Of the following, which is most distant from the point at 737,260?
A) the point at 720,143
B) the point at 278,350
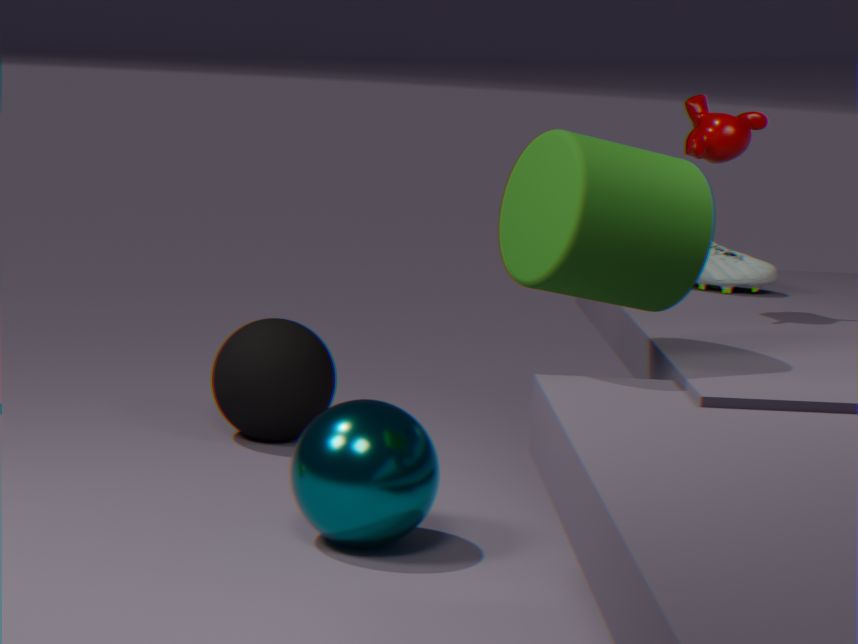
the point at 278,350
